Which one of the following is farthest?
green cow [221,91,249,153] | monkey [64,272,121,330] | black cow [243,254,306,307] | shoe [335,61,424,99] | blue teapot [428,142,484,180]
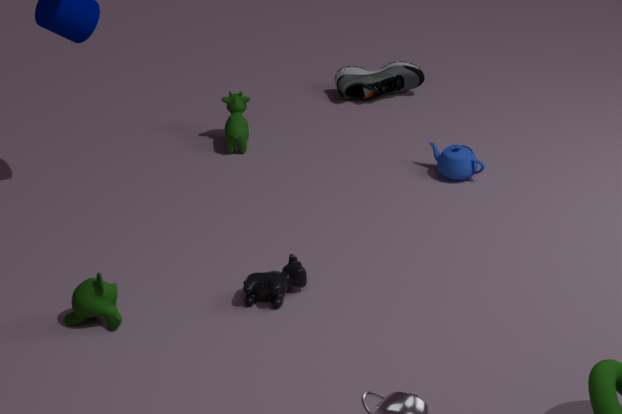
shoe [335,61,424,99]
